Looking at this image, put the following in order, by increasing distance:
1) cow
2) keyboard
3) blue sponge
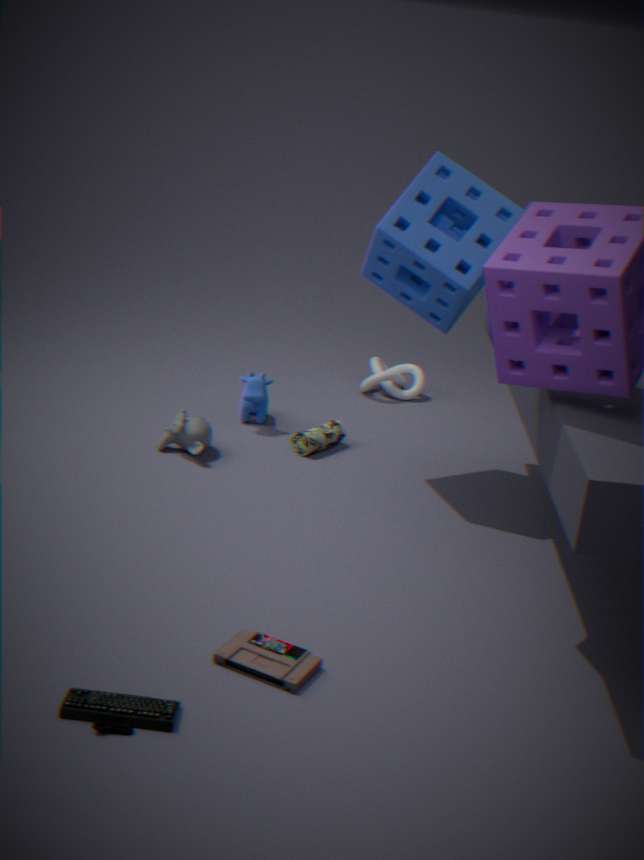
2. keyboard
3. blue sponge
1. cow
